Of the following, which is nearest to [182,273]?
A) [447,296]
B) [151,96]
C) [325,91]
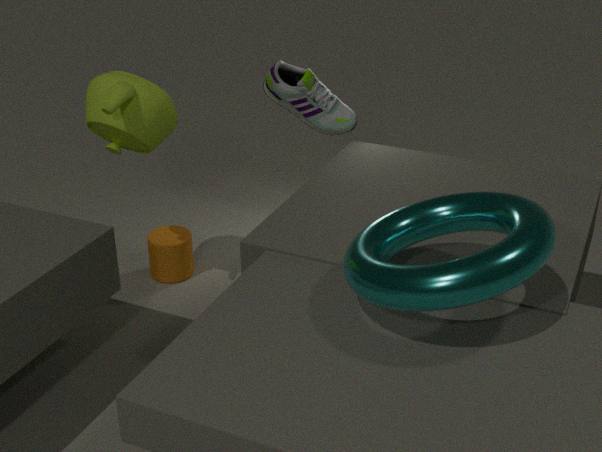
[151,96]
